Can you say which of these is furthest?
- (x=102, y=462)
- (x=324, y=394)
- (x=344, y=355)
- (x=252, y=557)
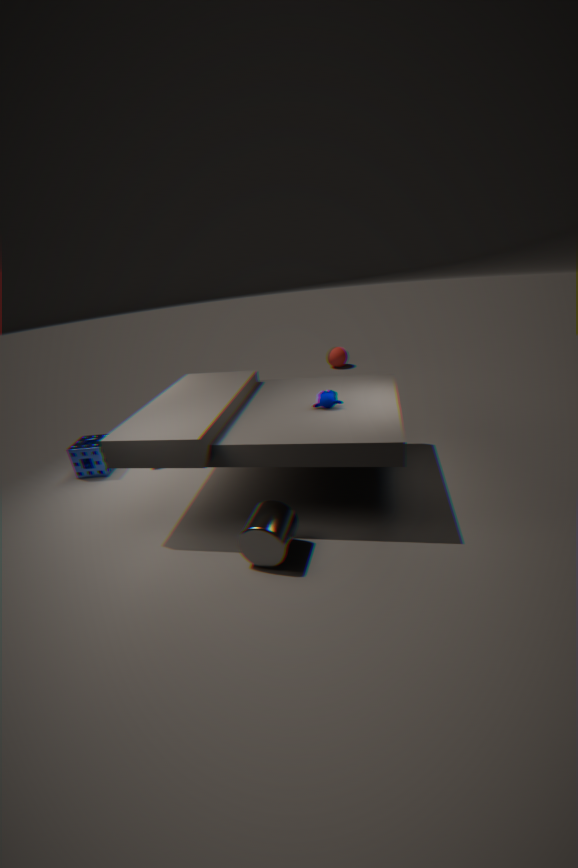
(x=344, y=355)
